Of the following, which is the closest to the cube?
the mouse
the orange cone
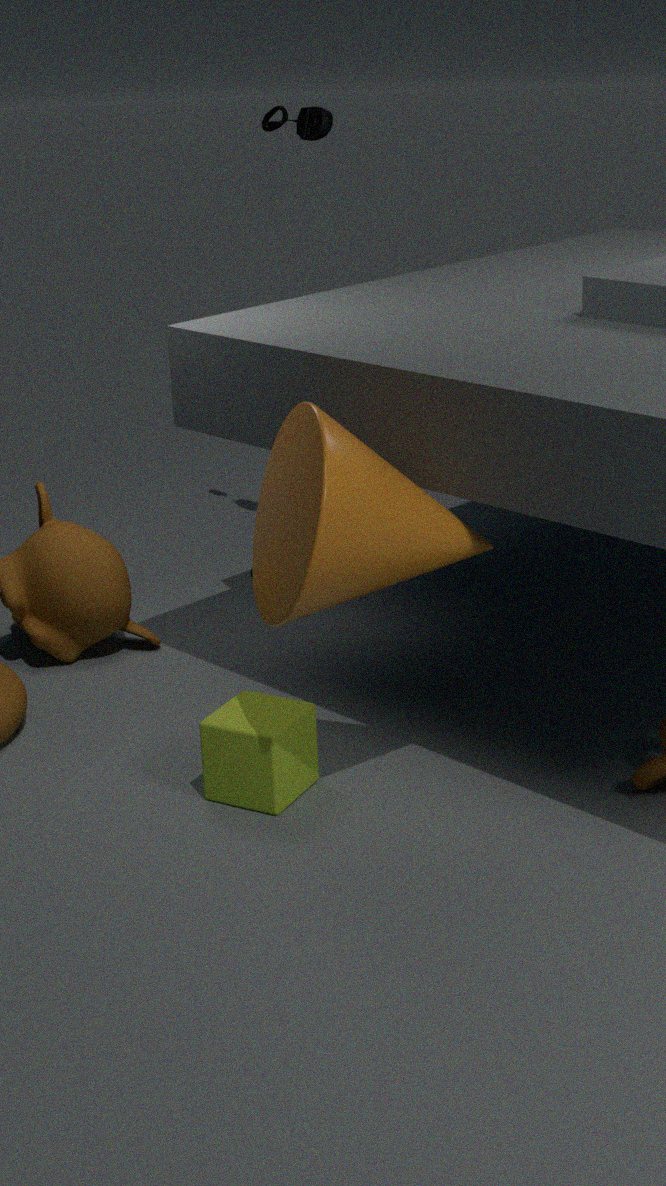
the orange cone
